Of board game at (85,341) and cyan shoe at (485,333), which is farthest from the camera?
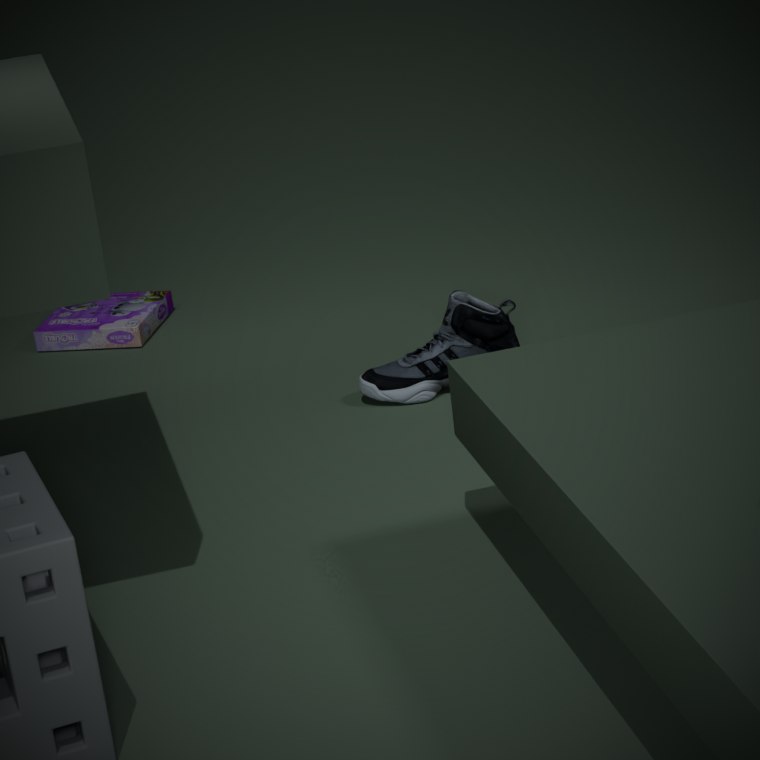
board game at (85,341)
